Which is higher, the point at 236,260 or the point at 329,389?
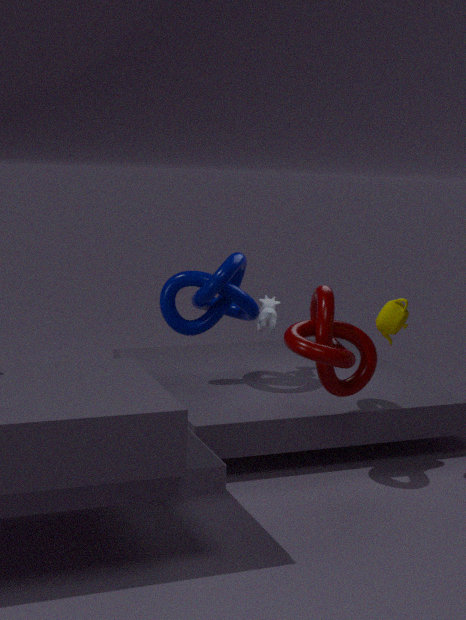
the point at 236,260
